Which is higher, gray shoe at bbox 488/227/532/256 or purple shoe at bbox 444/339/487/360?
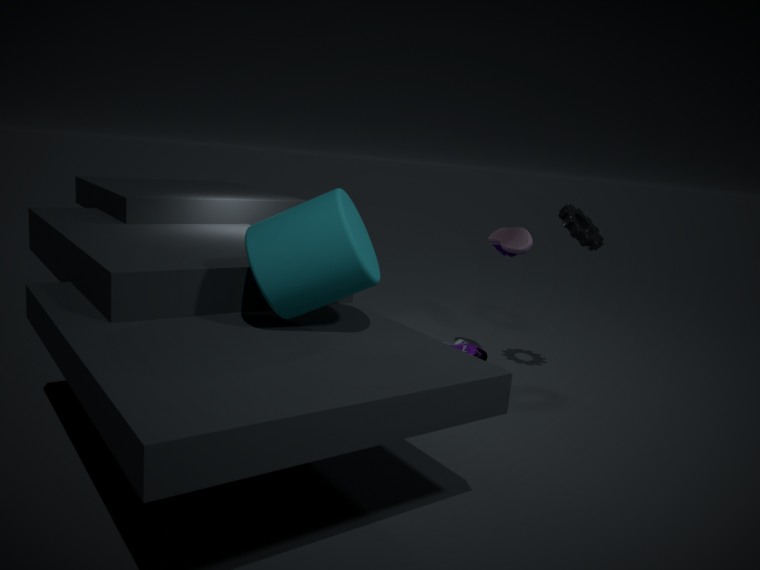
gray shoe at bbox 488/227/532/256
